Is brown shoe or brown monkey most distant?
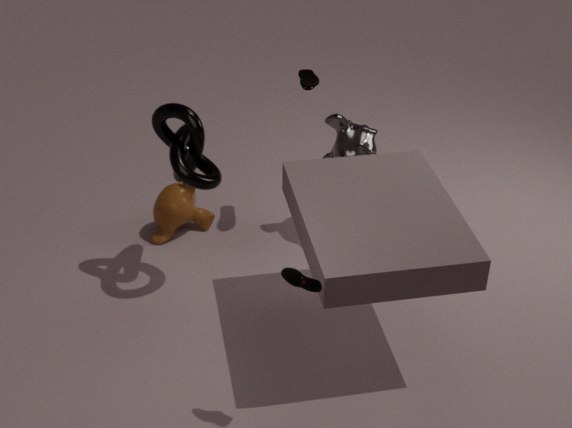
brown monkey
